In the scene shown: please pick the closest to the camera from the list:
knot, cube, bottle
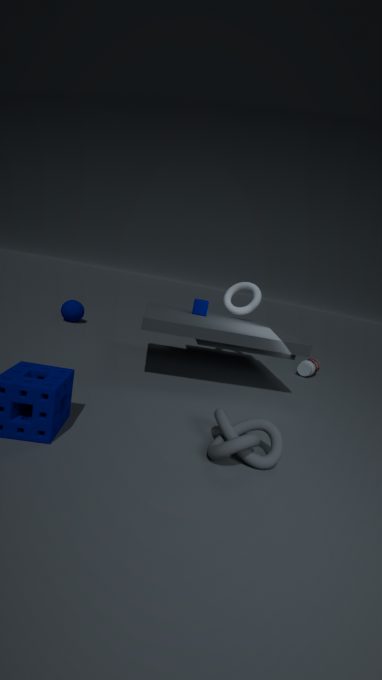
knot
